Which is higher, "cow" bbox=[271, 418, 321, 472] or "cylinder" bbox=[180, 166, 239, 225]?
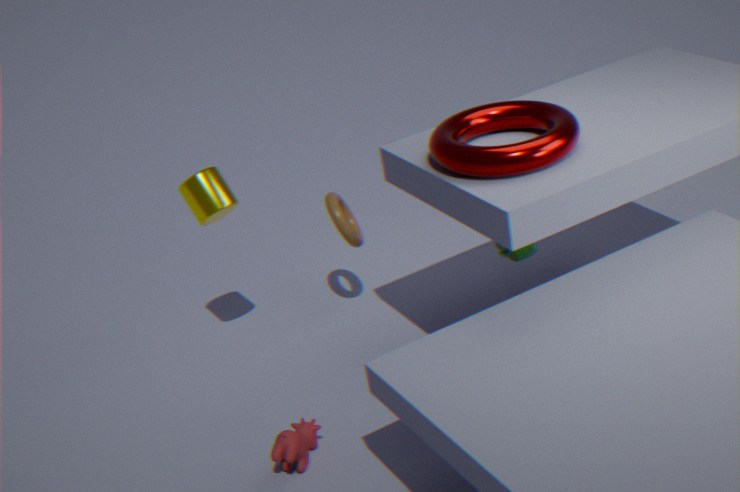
"cylinder" bbox=[180, 166, 239, 225]
